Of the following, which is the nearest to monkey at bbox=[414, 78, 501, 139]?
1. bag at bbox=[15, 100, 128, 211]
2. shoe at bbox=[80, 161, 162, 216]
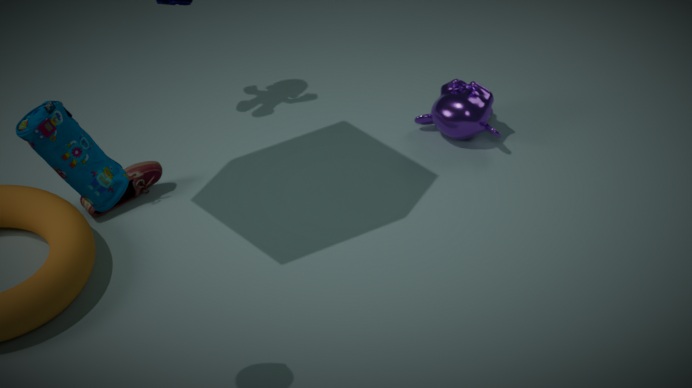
shoe at bbox=[80, 161, 162, 216]
